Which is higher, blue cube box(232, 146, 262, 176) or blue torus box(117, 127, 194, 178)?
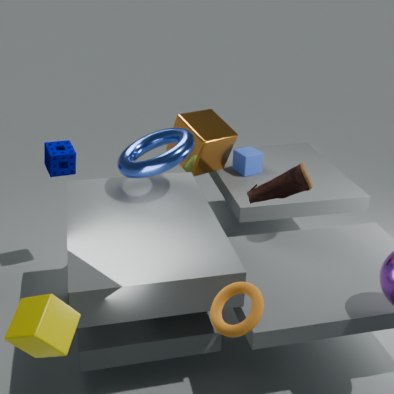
blue torus box(117, 127, 194, 178)
